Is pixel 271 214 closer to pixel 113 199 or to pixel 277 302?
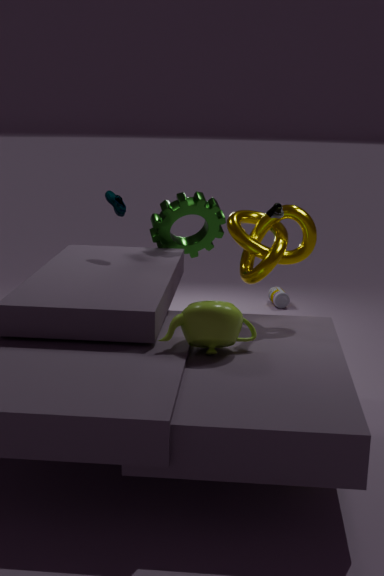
pixel 113 199
